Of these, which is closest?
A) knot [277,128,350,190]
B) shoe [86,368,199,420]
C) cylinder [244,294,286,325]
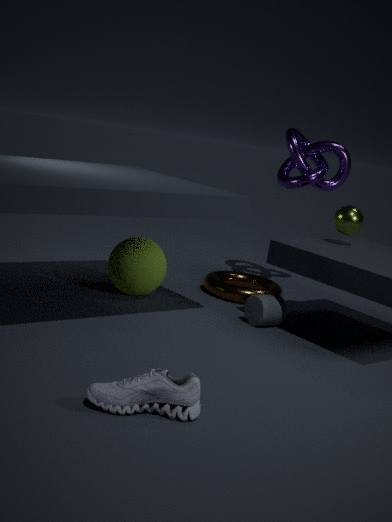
shoe [86,368,199,420]
